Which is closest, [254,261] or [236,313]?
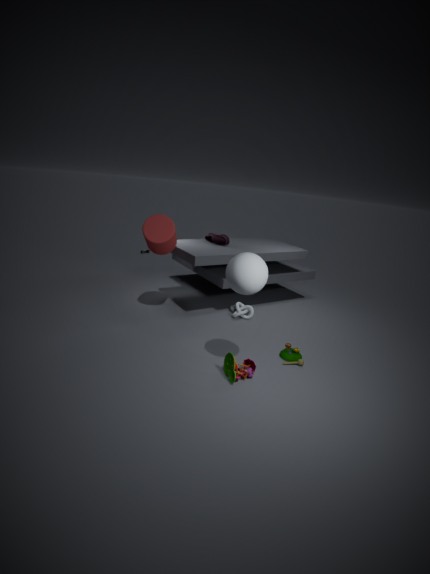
[254,261]
